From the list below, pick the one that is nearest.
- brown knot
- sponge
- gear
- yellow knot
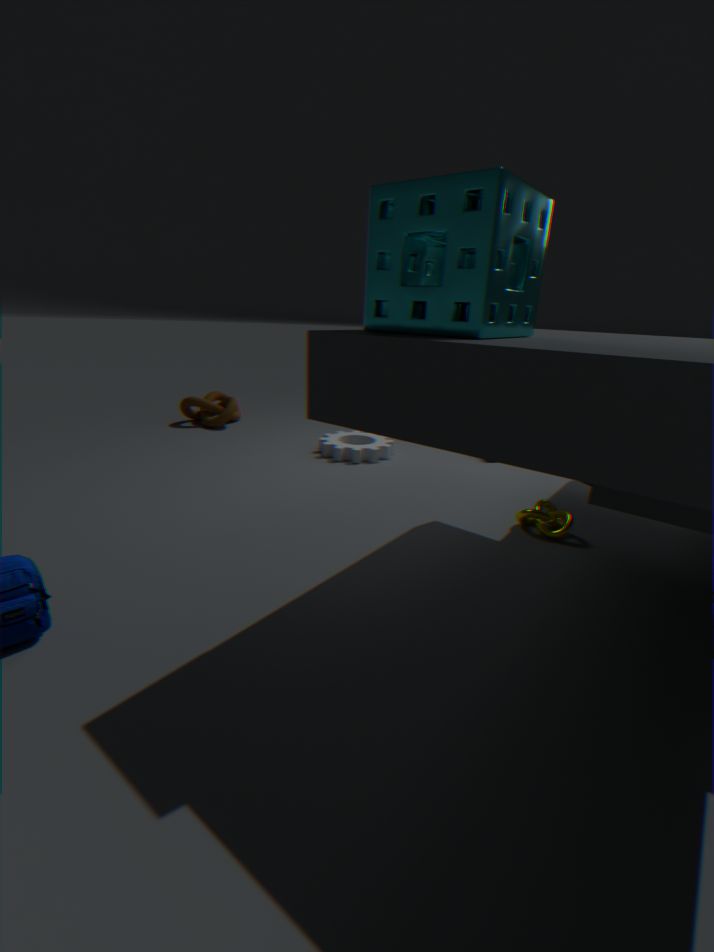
sponge
